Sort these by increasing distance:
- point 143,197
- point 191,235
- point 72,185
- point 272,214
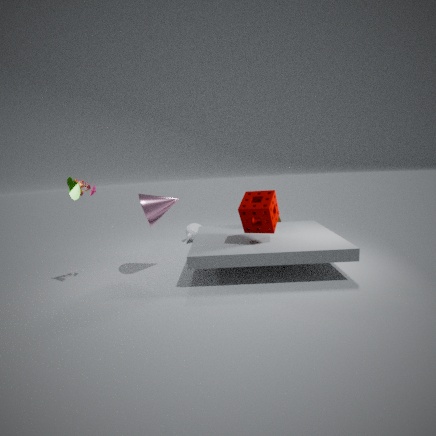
point 72,185 < point 272,214 < point 143,197 < point 191,235
